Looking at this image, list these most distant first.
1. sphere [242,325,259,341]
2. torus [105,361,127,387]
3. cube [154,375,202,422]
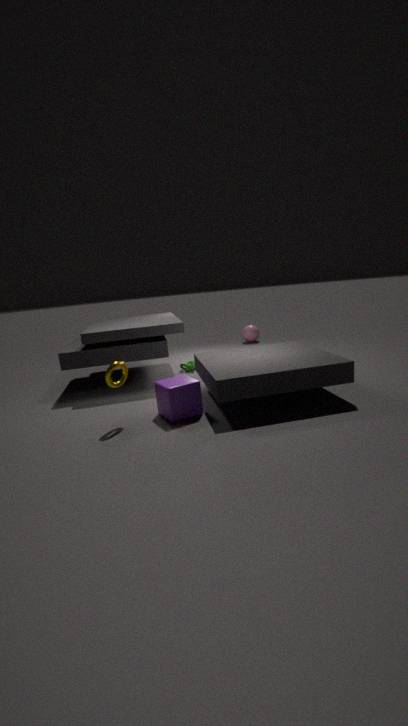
sphere [242,325,259,341] → cube [154,375,202,422] → torus [105,361,127,387]
